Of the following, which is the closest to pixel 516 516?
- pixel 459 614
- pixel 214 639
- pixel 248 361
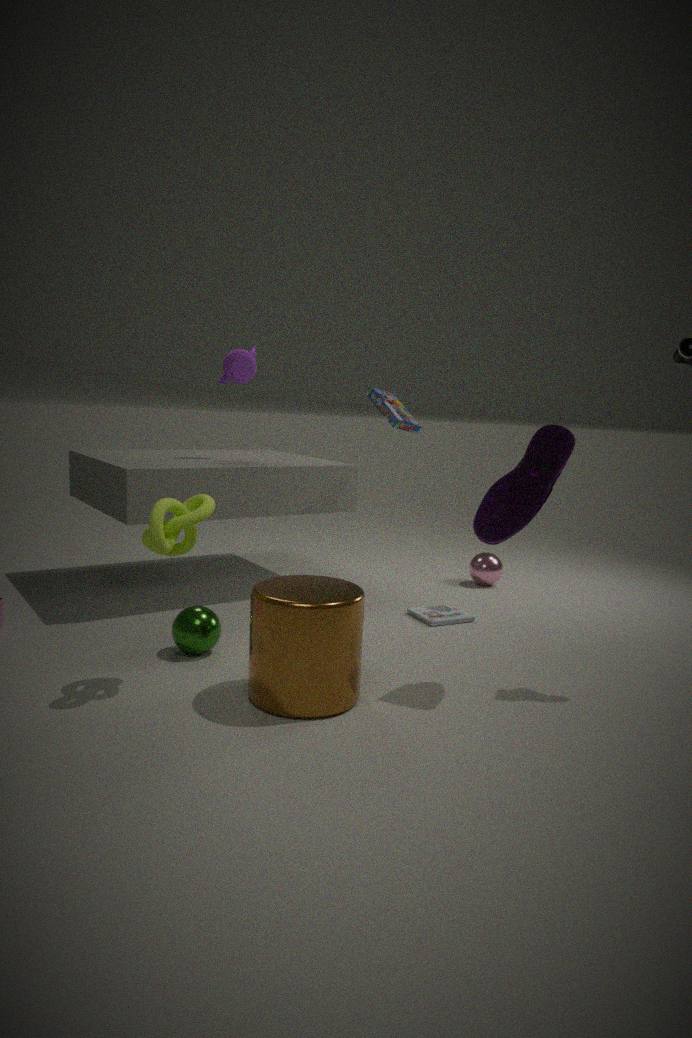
pixel 459 614
